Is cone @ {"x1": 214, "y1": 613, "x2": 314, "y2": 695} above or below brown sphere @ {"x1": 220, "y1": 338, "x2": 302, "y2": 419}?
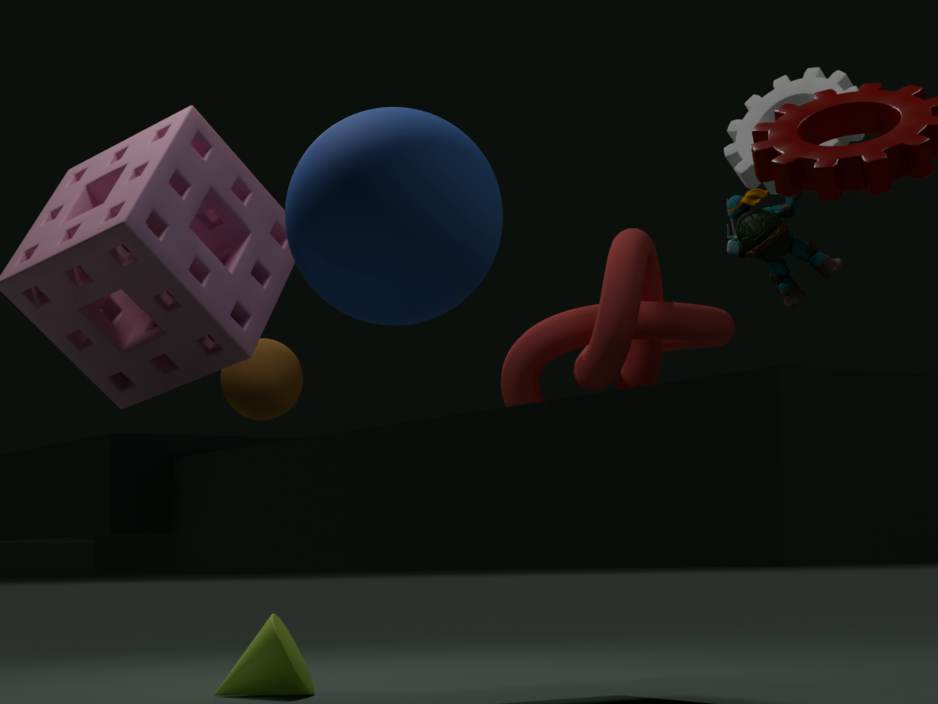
below
